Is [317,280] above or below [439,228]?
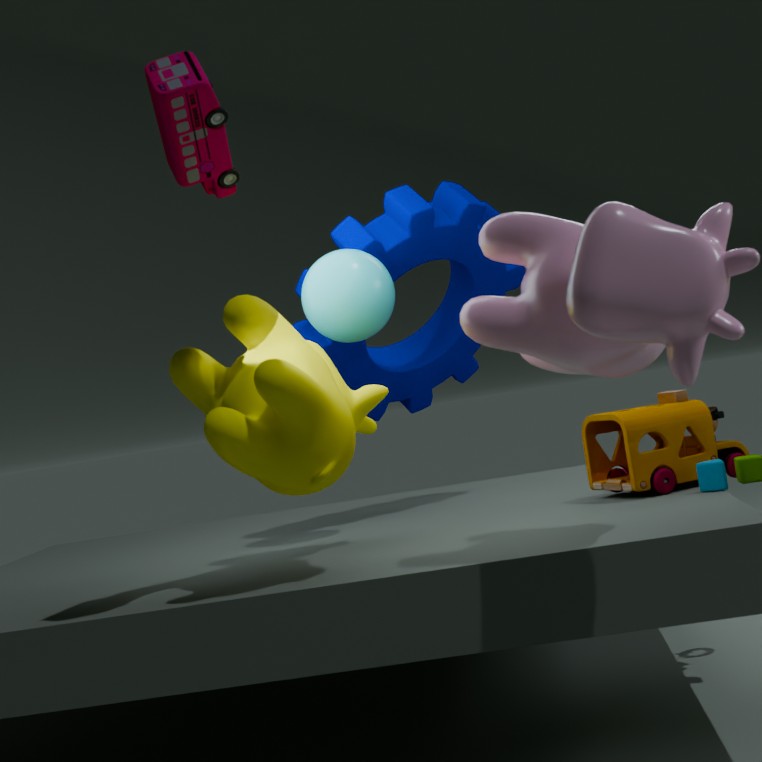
above
